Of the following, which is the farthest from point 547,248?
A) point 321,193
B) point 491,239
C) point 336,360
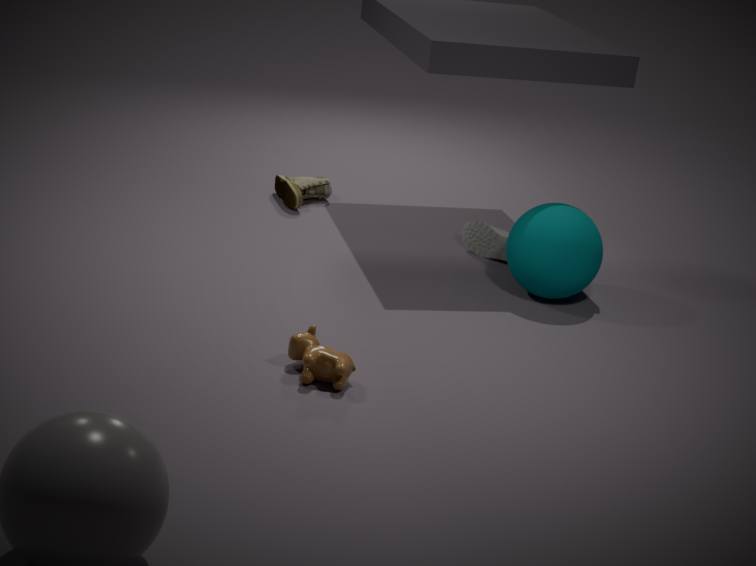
point 321,193
